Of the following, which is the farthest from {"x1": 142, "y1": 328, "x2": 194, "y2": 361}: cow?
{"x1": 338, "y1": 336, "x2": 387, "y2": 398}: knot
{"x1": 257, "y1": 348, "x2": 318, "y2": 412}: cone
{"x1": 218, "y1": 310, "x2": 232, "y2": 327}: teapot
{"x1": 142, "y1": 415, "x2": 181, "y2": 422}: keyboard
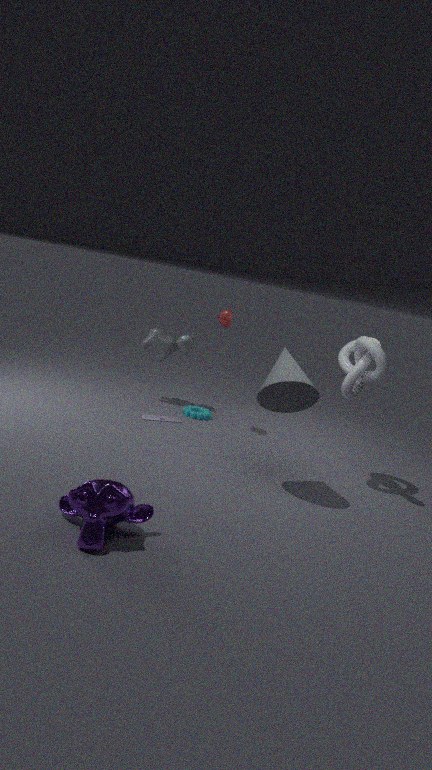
{"x1": 338, "y1": 336, "x2": 387, "y2": 398}: knot
